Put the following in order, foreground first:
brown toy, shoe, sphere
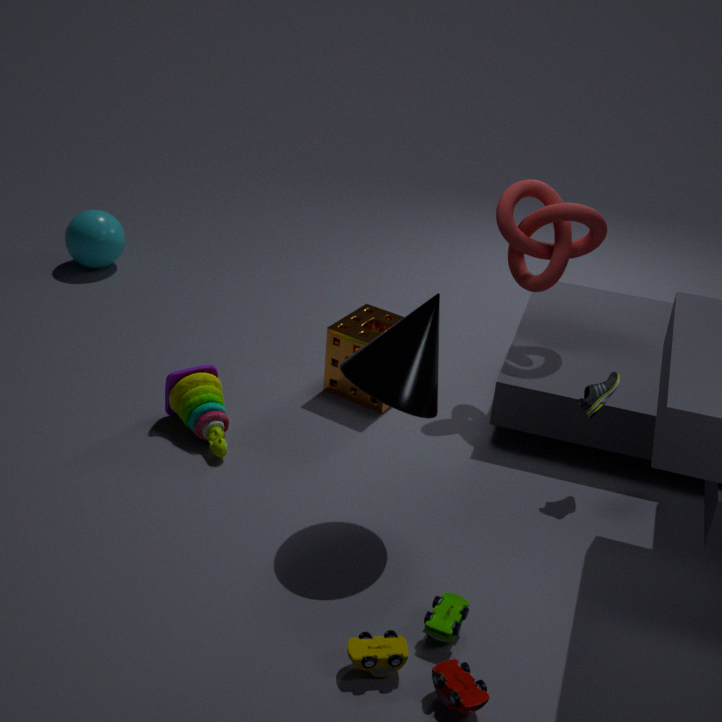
1. brown toy
2. shoe
3. sphere
